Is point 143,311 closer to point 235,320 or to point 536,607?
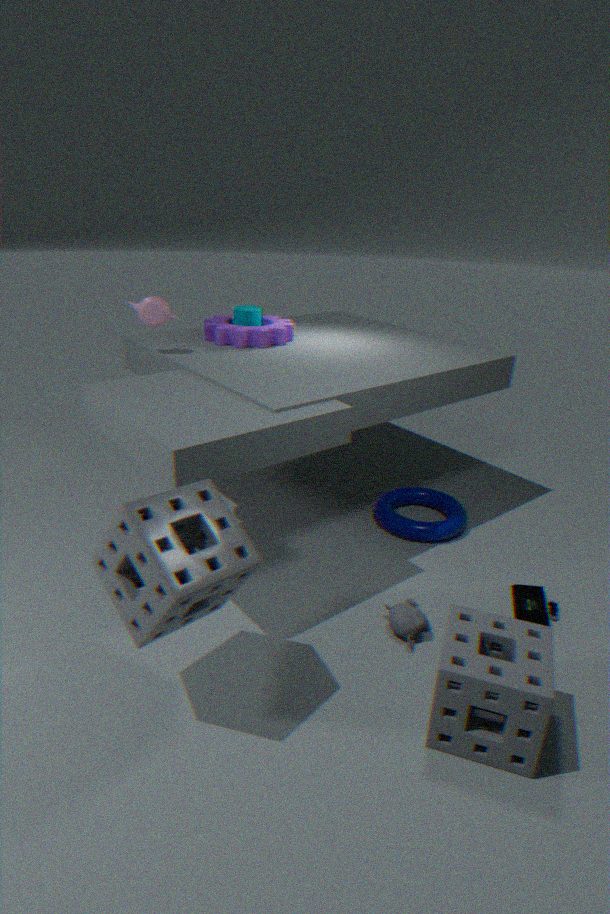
point 235,320
